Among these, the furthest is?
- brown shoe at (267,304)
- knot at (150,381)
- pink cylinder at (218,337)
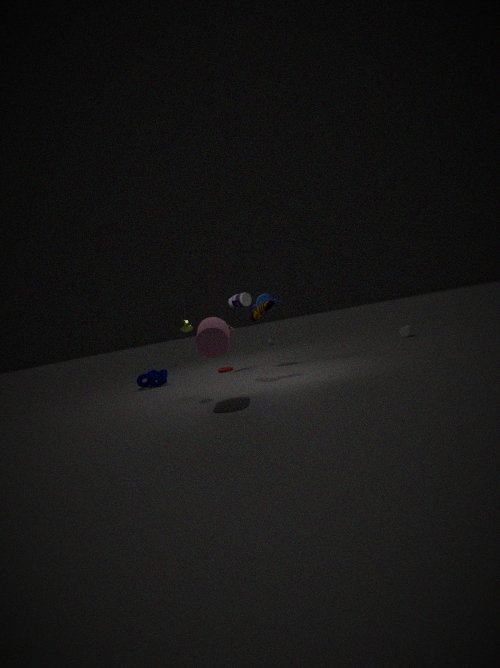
knot at (150,381)
